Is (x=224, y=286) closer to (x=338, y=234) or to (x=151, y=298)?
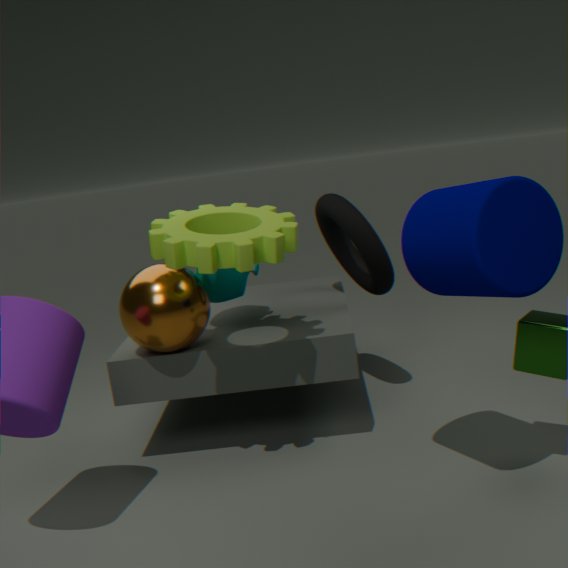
(x=151, y=298)
